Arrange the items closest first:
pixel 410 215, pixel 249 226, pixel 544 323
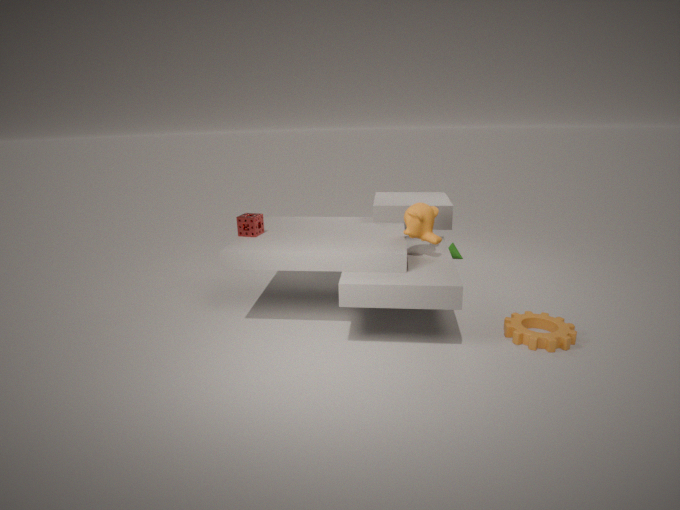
pixel 410 215 < pixel 544 323 < pixel 249 226
